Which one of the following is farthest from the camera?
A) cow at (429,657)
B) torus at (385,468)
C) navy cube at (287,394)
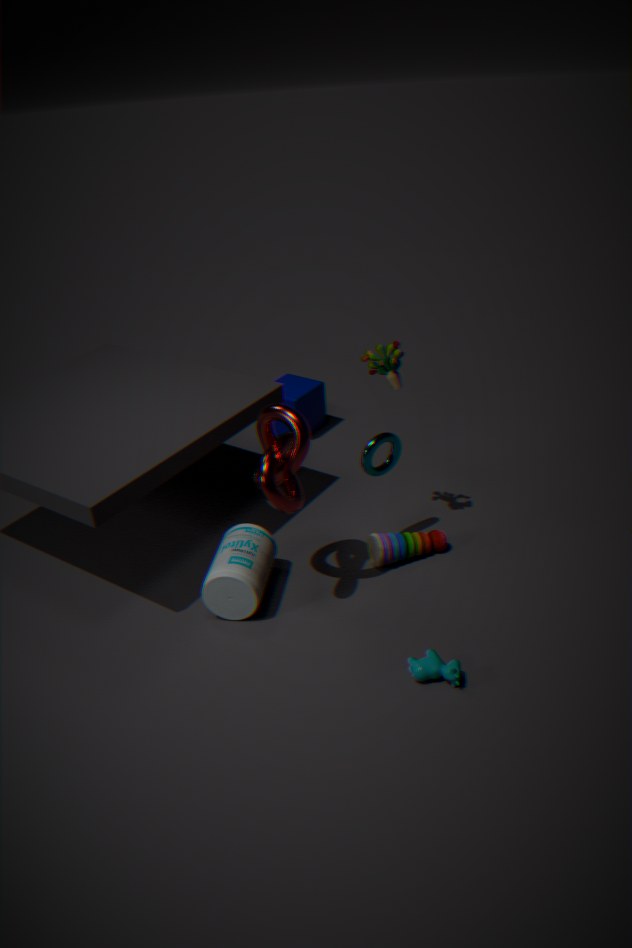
navy cube at (287,394)
